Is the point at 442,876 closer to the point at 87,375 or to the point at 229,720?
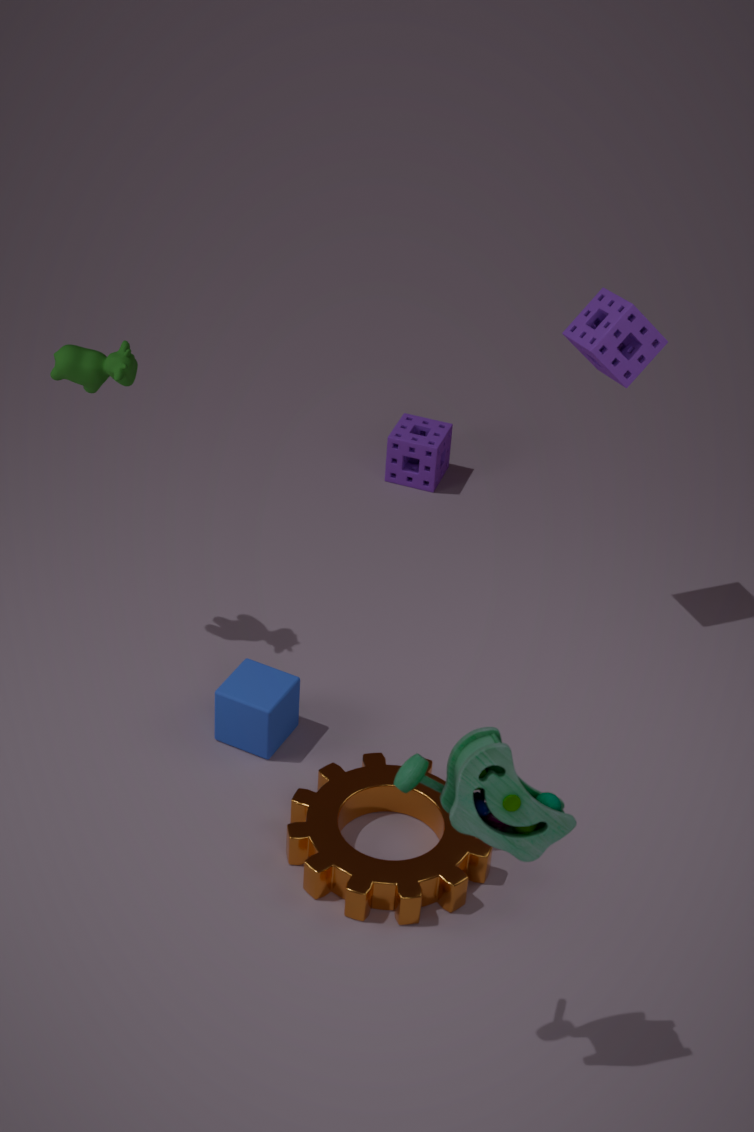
the point at 229,720
